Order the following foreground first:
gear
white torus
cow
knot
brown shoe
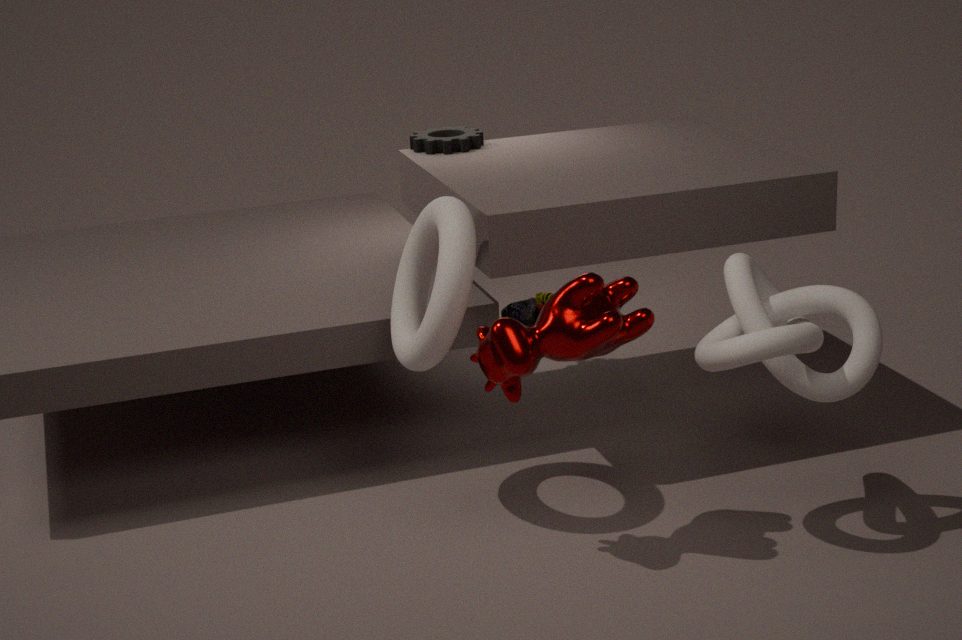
cow
knot
white torus
gear
brown shoe
